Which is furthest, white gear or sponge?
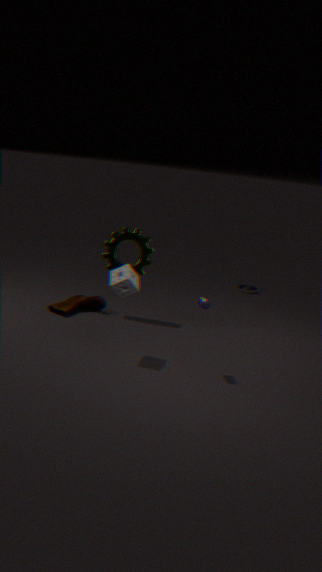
white gear
